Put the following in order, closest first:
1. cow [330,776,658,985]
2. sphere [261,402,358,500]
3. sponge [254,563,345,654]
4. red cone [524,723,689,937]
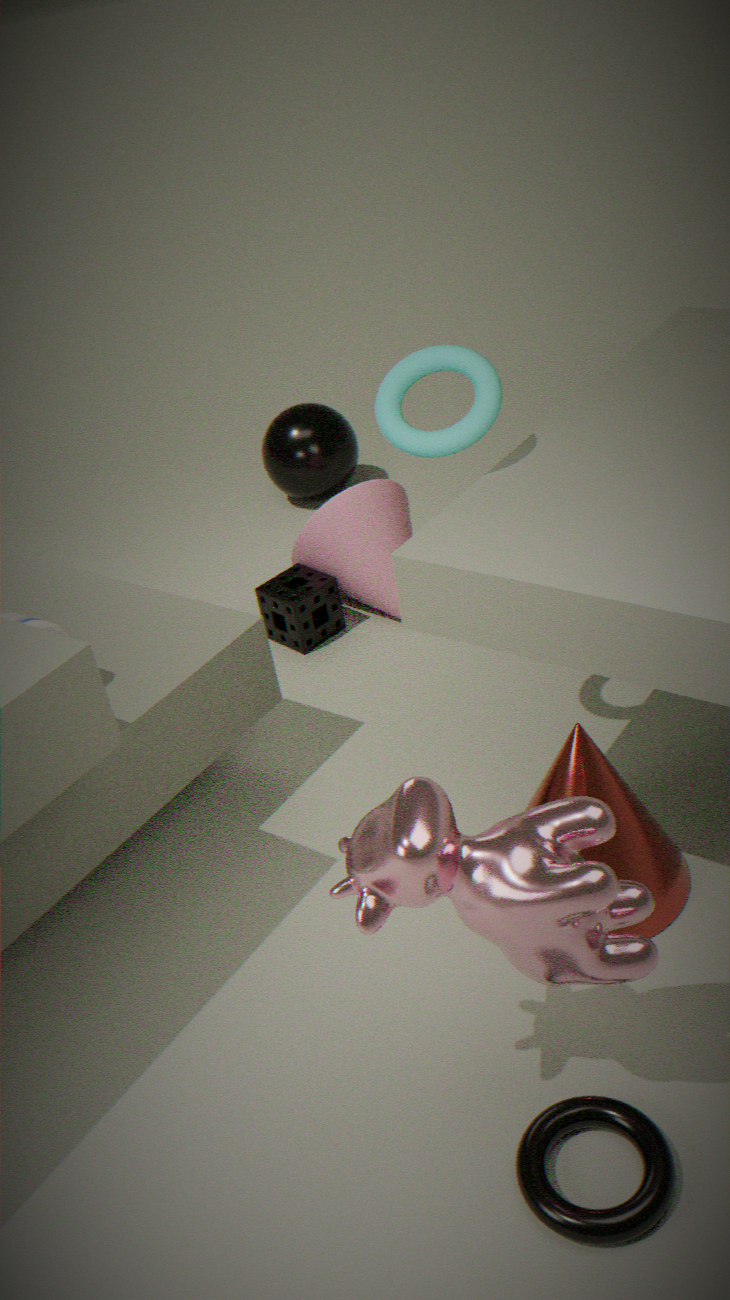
cow [330,776,658,985], red cone [524,723,689,937], sponge [254,563,345,654], sphere [261,402,358,500]
